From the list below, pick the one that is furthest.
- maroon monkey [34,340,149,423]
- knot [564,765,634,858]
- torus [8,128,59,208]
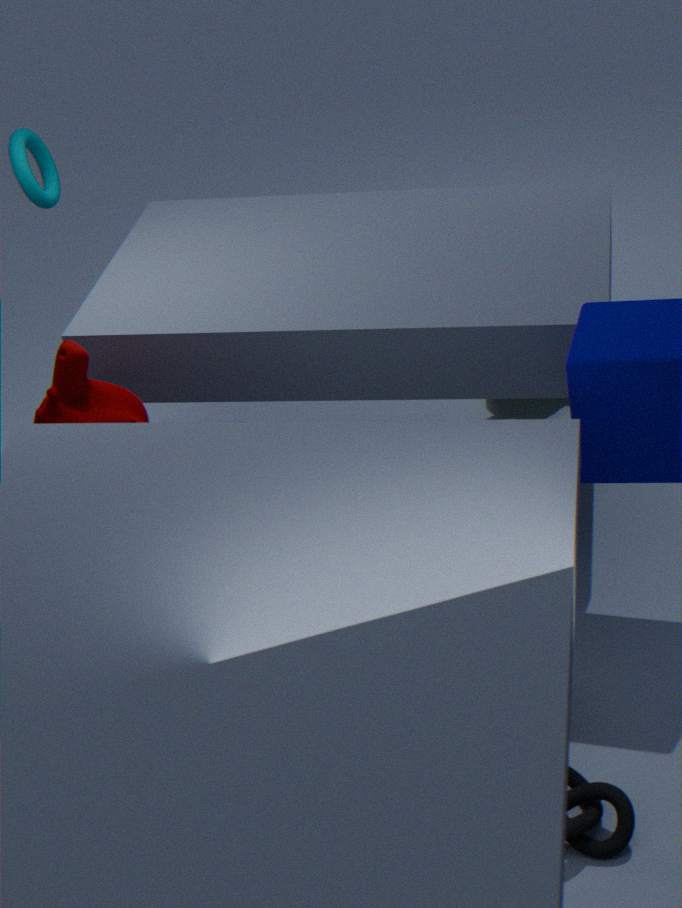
torus [8,128,59,208]
